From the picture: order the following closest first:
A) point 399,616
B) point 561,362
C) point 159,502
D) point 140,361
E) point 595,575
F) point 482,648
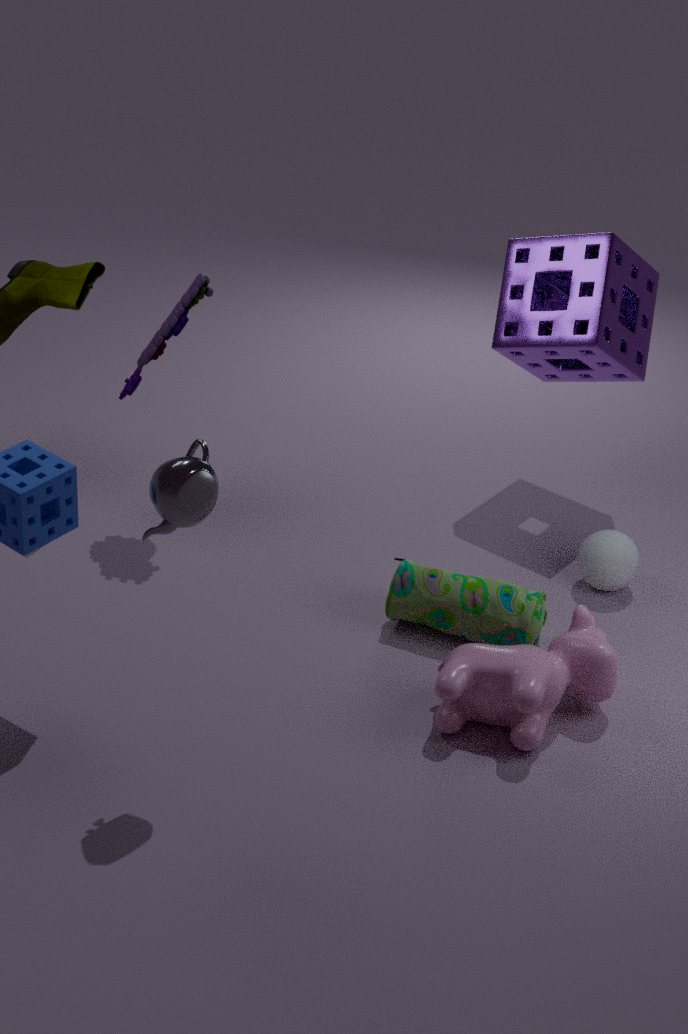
point 159,502, point 482,648, point 399,616, point 595,575, point 140,361, point 561,362
